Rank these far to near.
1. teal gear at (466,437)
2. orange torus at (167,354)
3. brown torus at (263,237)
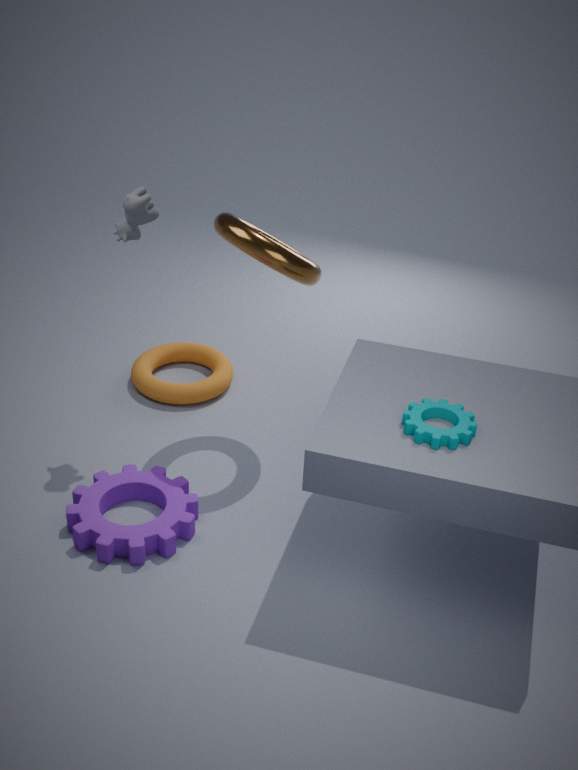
orange torus at (167,354) < brown torus at (263,237) < teal gear at (466,437)
